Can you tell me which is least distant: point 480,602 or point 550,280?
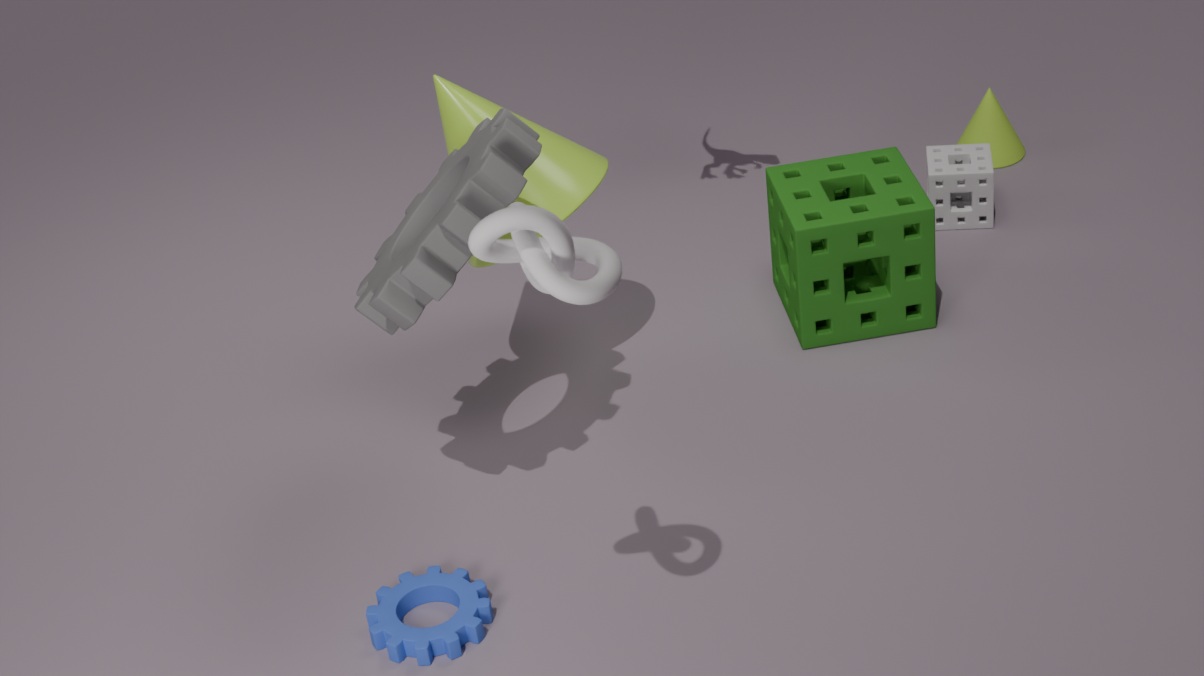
point 550,280
